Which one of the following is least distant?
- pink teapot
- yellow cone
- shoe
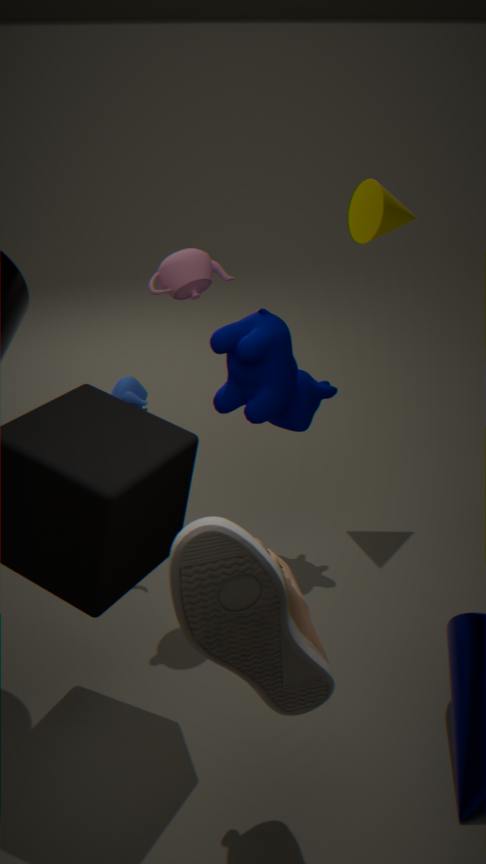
shoe
